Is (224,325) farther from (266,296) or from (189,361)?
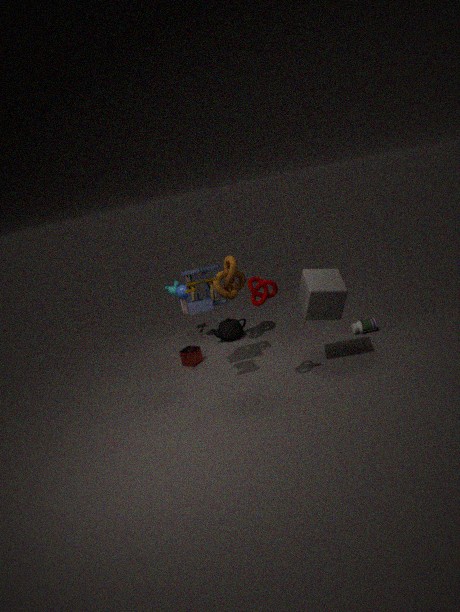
(266,296)
